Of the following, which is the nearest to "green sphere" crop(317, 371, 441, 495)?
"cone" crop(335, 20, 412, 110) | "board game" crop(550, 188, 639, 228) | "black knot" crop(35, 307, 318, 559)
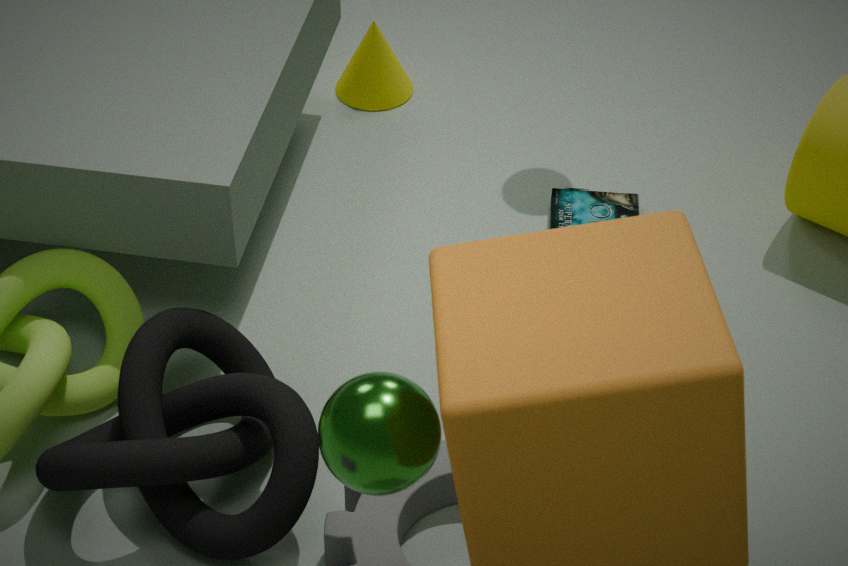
A: "black knot" crop(35, 307, 318, 559)
